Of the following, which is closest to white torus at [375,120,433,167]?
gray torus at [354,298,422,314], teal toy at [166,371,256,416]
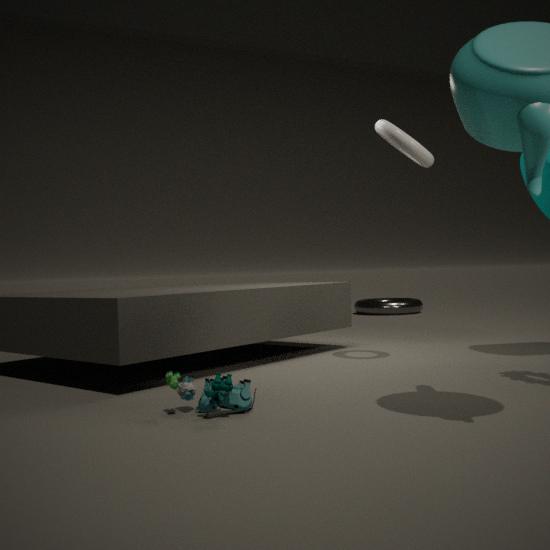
teal toy at [166,371,256,416]
